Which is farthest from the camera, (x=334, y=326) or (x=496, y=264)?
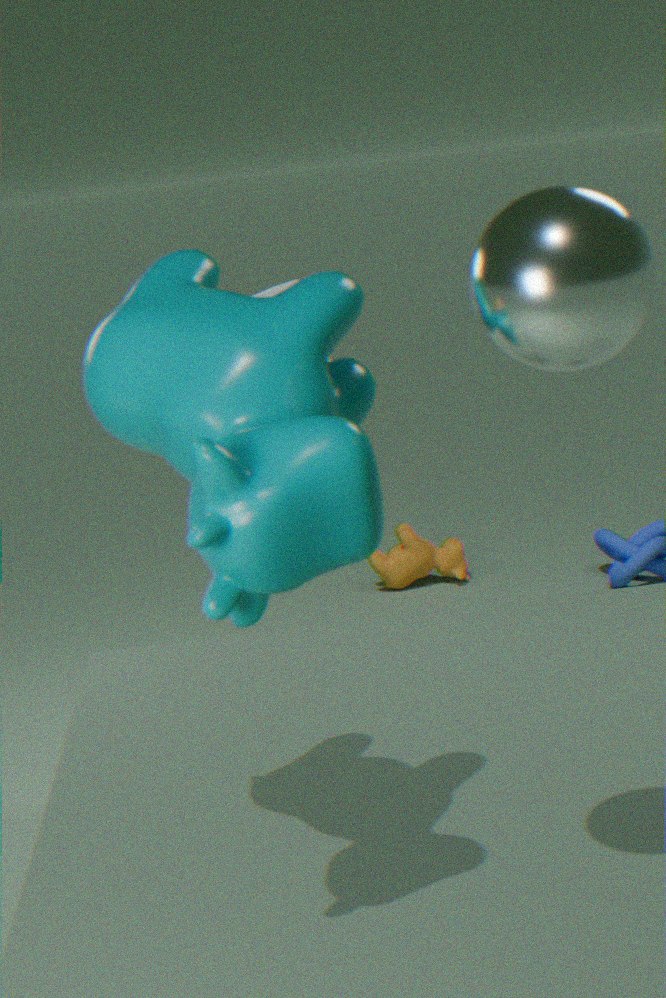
(x=334, y=326)
